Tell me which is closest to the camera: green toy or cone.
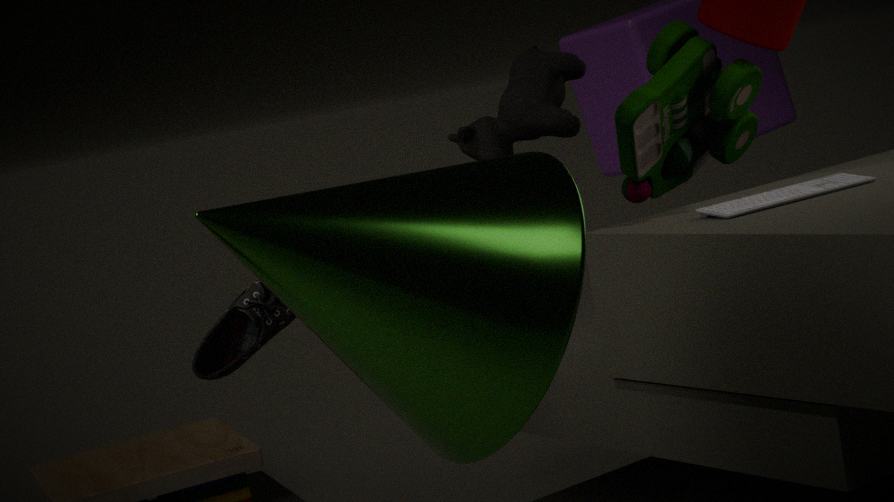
cone
